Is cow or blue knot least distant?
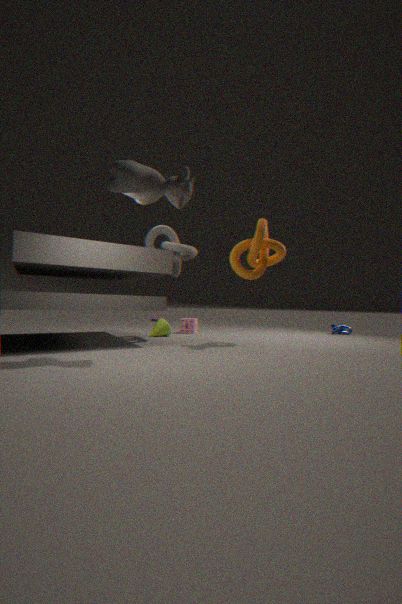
cow
